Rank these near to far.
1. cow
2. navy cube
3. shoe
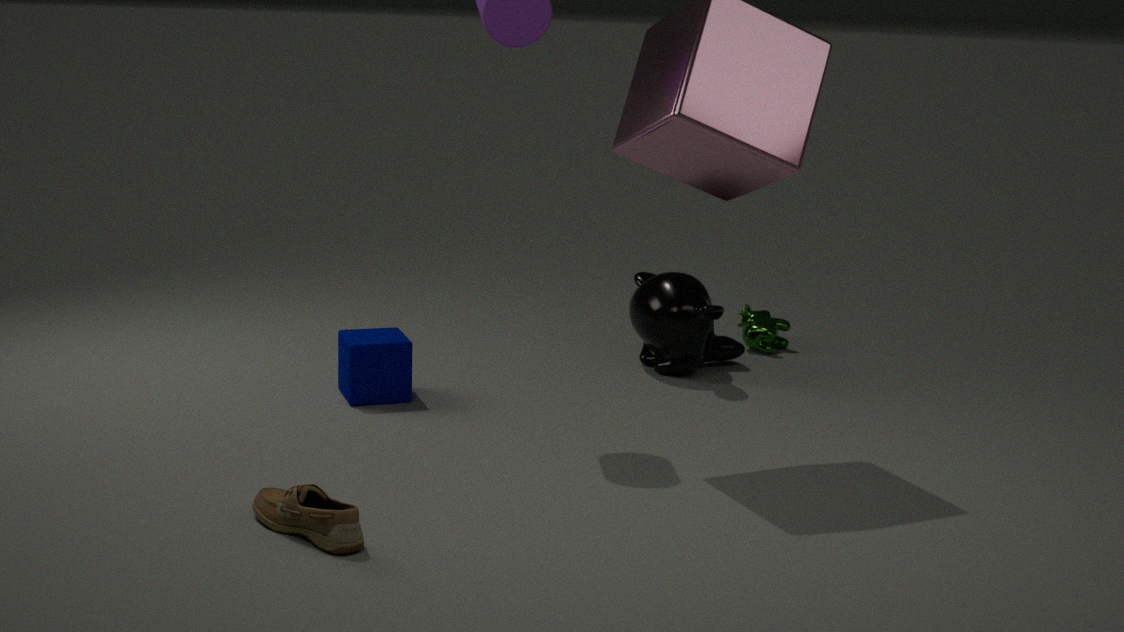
shoe
navy cube
cow
